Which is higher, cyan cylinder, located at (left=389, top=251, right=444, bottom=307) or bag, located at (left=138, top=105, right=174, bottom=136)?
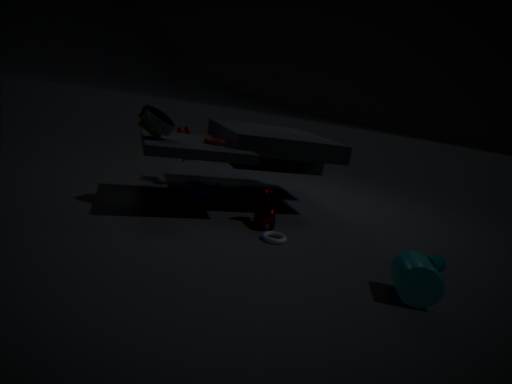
bag, located at (left=138, top=105, right=174, bottom=136)
